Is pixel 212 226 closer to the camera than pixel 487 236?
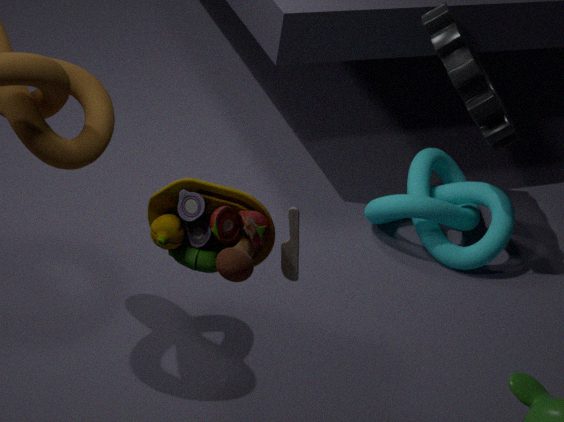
Yes
